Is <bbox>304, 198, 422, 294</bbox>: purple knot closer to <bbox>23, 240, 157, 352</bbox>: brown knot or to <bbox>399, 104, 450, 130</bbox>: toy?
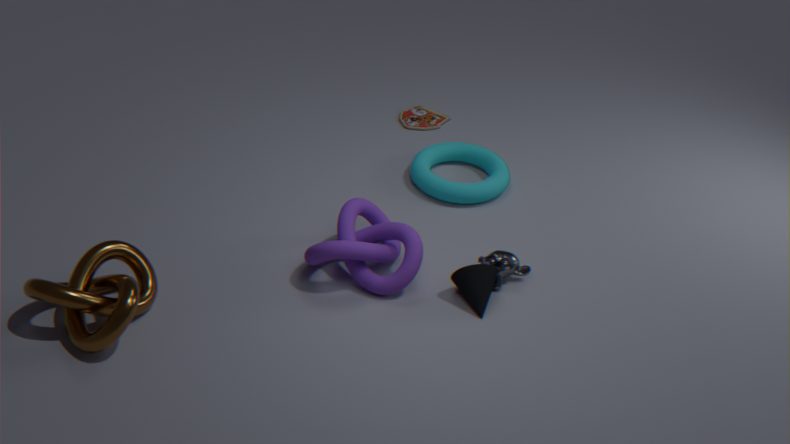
<bbox>23, 240, 157, 352</bbox>: brown knot
